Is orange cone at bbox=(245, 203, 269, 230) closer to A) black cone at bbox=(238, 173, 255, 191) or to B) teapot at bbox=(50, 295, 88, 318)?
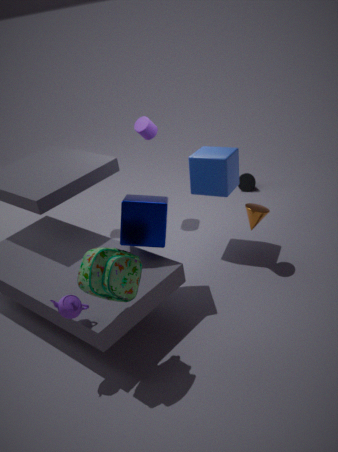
A) black cone at bbox=(238, 173, 255, 191)
